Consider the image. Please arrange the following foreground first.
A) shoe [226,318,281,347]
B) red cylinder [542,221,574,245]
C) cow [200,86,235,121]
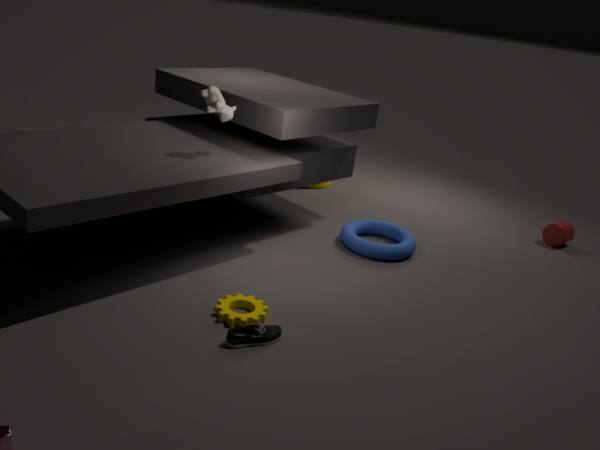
shoe [226,318,281,347] → cow [200,86,235,121] → red cylinder [542,221,574,245]
